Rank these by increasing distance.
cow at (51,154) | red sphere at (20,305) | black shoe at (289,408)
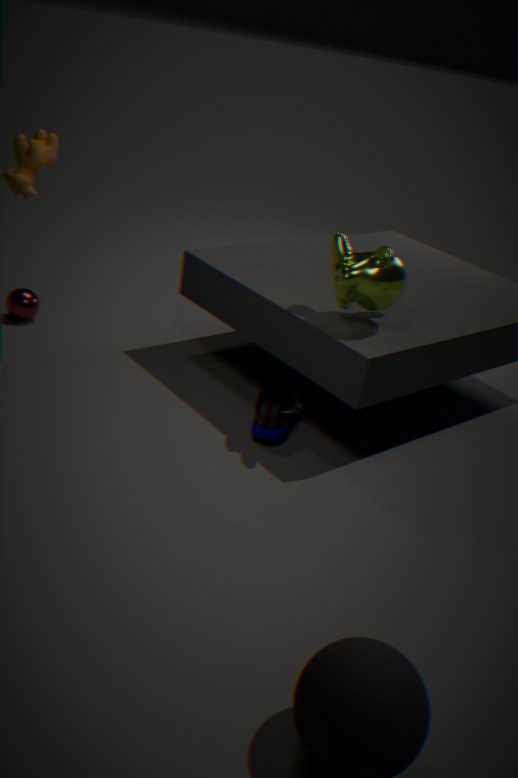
cow at (51,154), black shoe at (289,408), red sphere at (20,305)
